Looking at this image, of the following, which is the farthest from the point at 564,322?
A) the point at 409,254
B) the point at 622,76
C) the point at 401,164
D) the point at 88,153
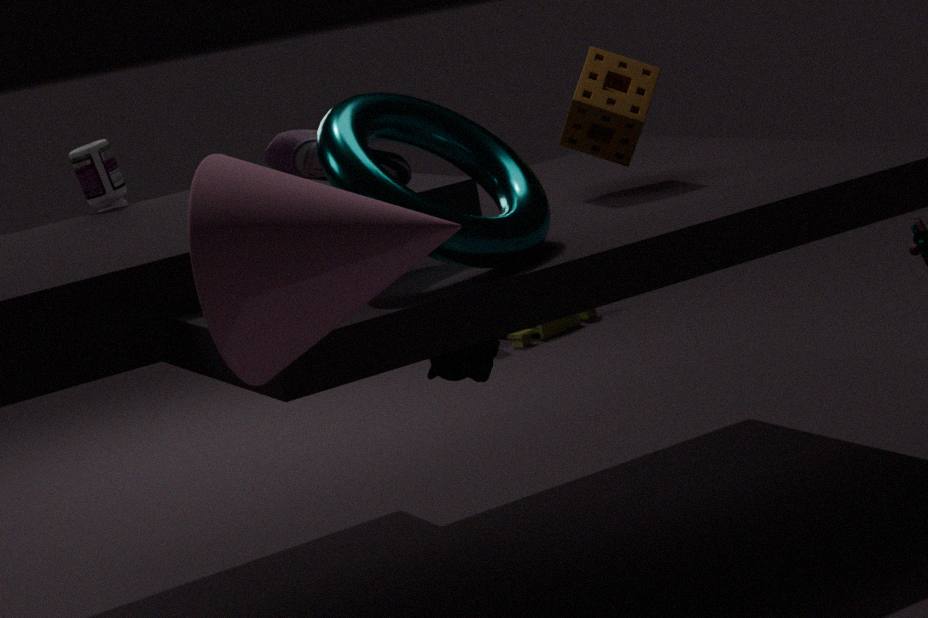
the point at 409,254
